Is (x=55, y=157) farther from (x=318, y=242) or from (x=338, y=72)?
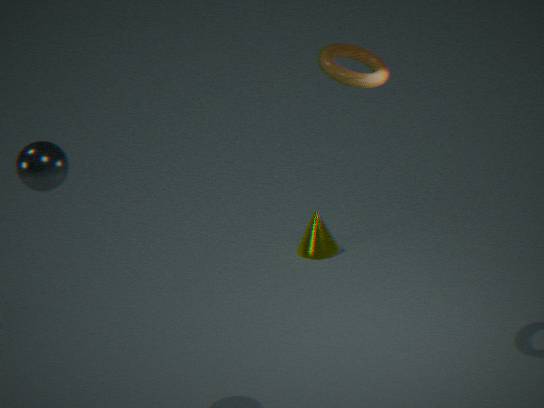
(x=318, y=242)
